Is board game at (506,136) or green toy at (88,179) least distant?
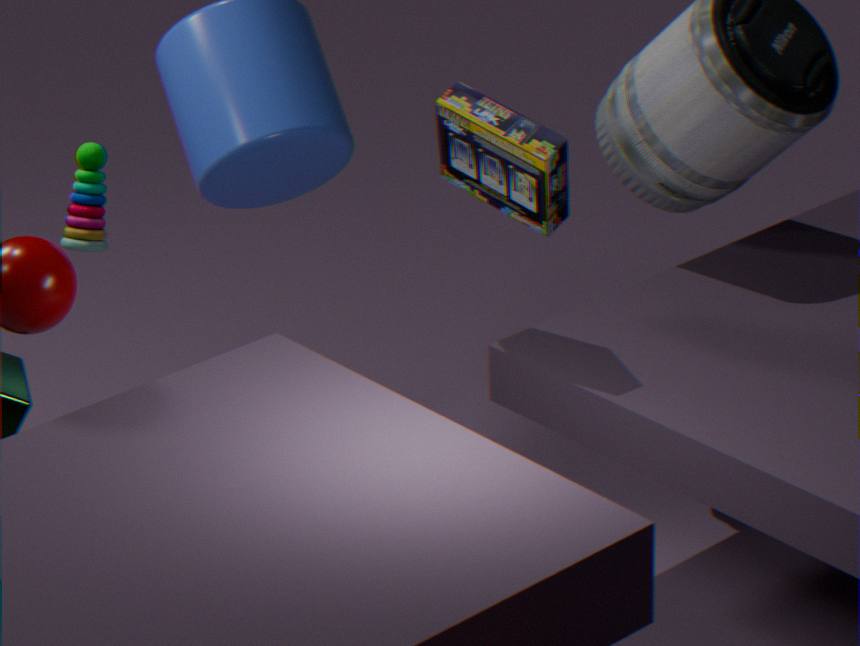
board game at (506,136)
